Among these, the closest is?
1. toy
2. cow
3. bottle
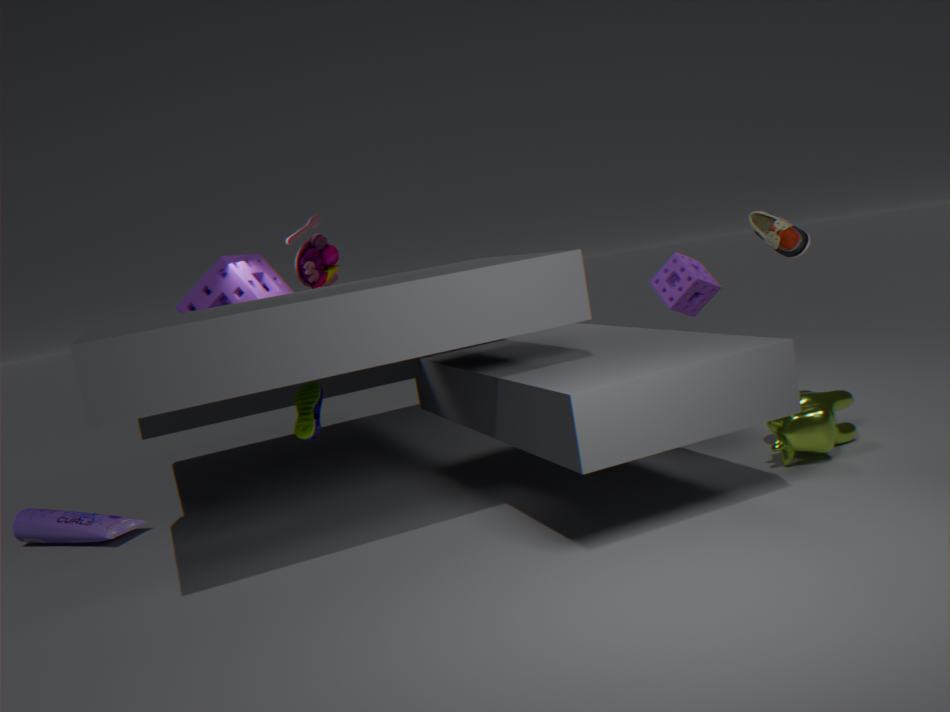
cow
